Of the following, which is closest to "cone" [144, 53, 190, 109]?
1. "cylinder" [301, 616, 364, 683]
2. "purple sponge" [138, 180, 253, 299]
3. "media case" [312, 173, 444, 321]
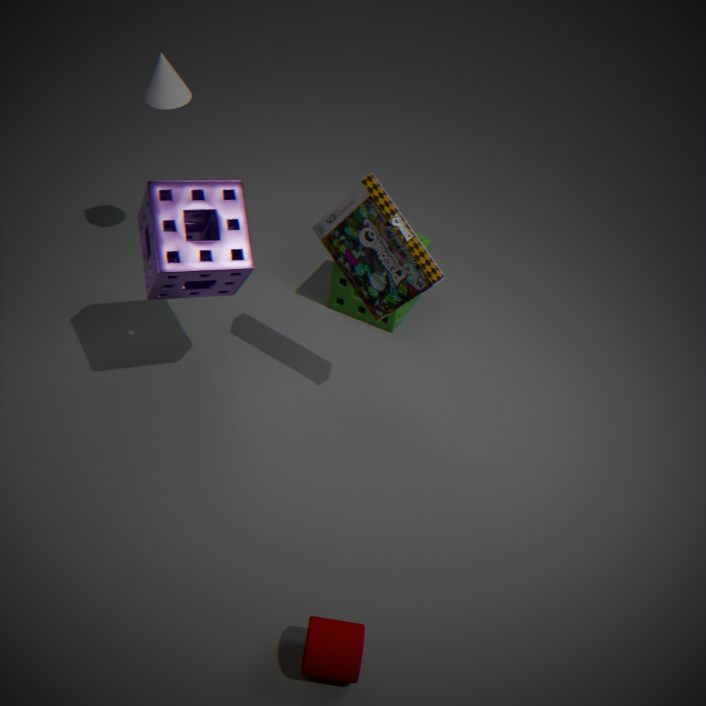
"purple sponge" [138, 180, 253, 299]
